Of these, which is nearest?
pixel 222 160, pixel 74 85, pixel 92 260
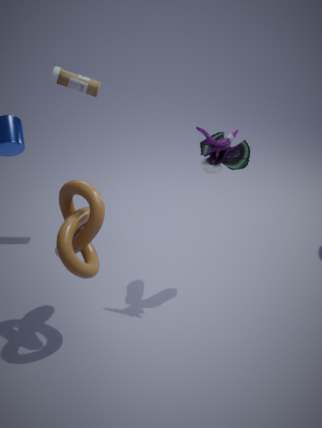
pixel 92 260
